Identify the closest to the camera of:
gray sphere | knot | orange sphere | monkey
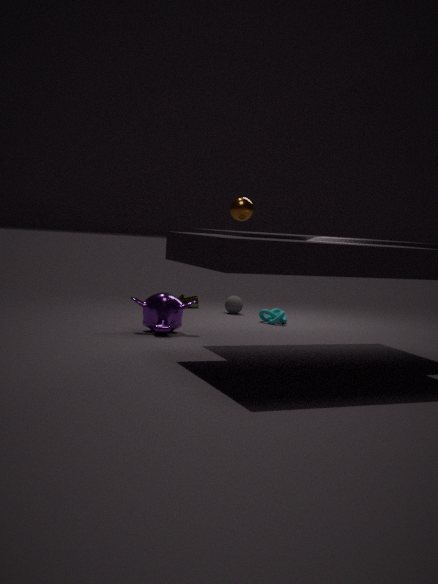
orange sphere
